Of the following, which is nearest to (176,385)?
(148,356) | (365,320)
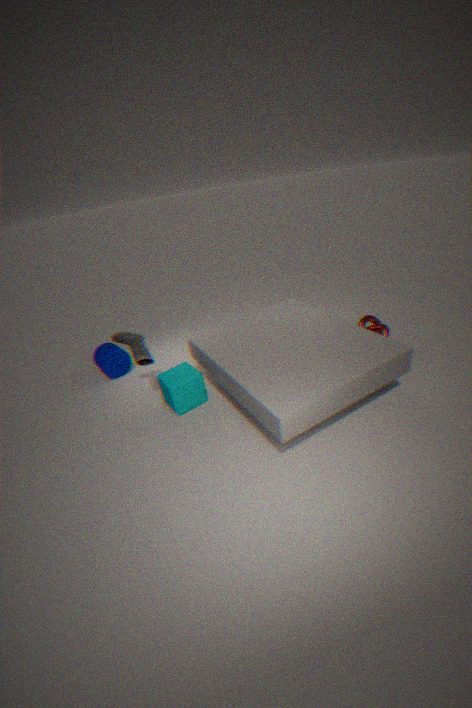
(148,356)
